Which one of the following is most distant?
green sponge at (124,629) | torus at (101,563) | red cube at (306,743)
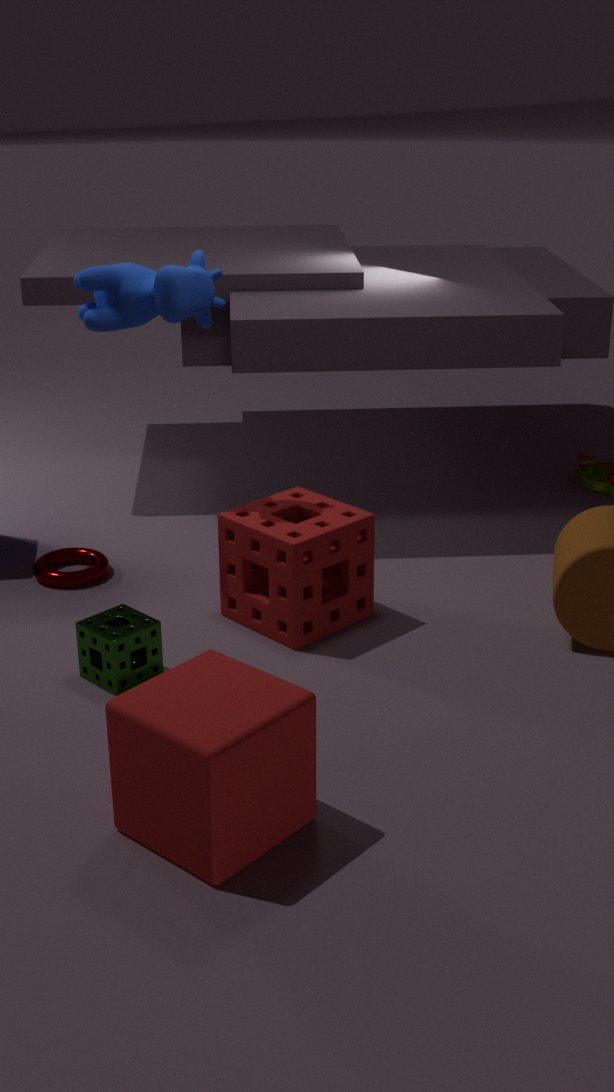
torus at (101,563)
